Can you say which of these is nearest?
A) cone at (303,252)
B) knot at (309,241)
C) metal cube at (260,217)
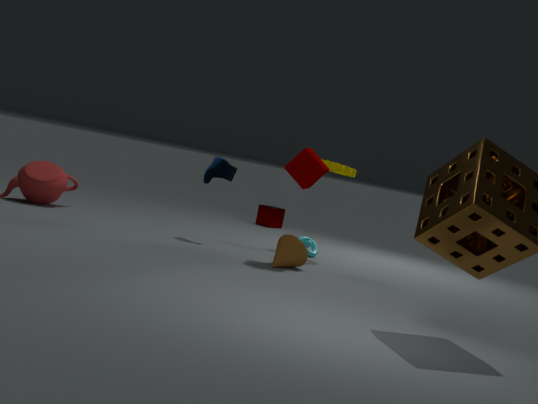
cone at (303,252)
